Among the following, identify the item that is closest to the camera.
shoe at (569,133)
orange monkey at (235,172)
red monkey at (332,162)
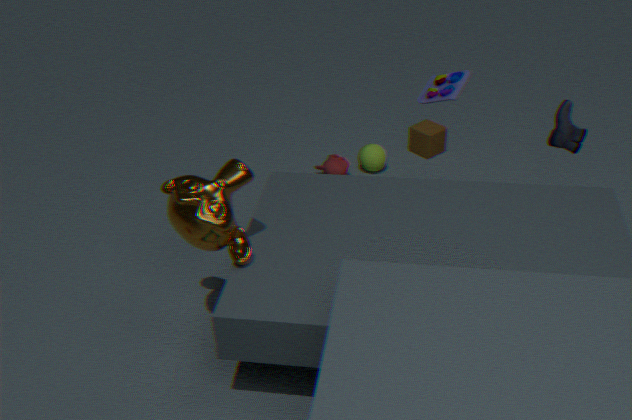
orange monkey at (235,172)
